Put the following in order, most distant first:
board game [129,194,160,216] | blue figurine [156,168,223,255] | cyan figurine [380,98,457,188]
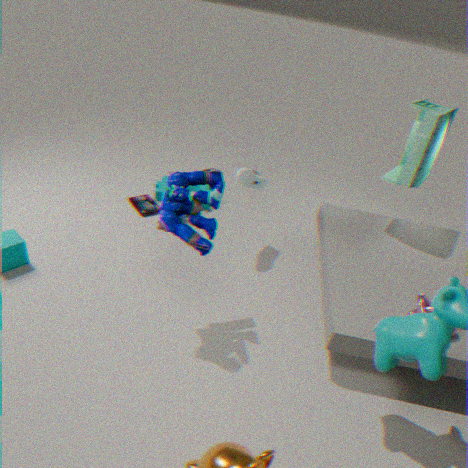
board game [129,194,160,216] < cyan figurine [380,98,457,188] < blue figurine [156,168,223,255]
